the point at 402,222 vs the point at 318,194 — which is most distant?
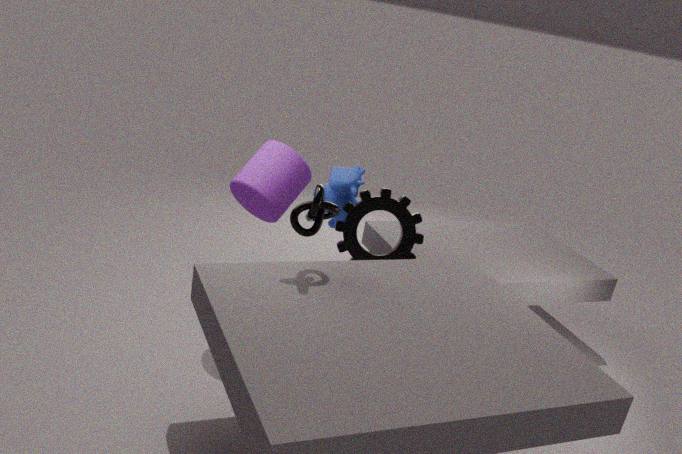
the point at 402,222
